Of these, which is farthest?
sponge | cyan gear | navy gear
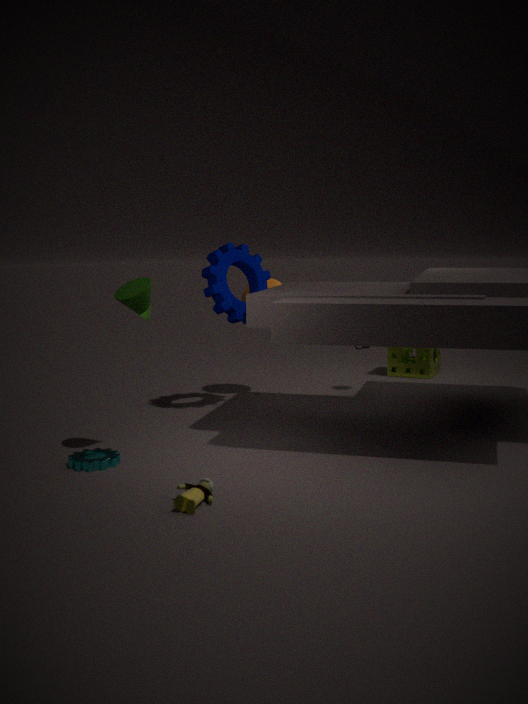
sponge
